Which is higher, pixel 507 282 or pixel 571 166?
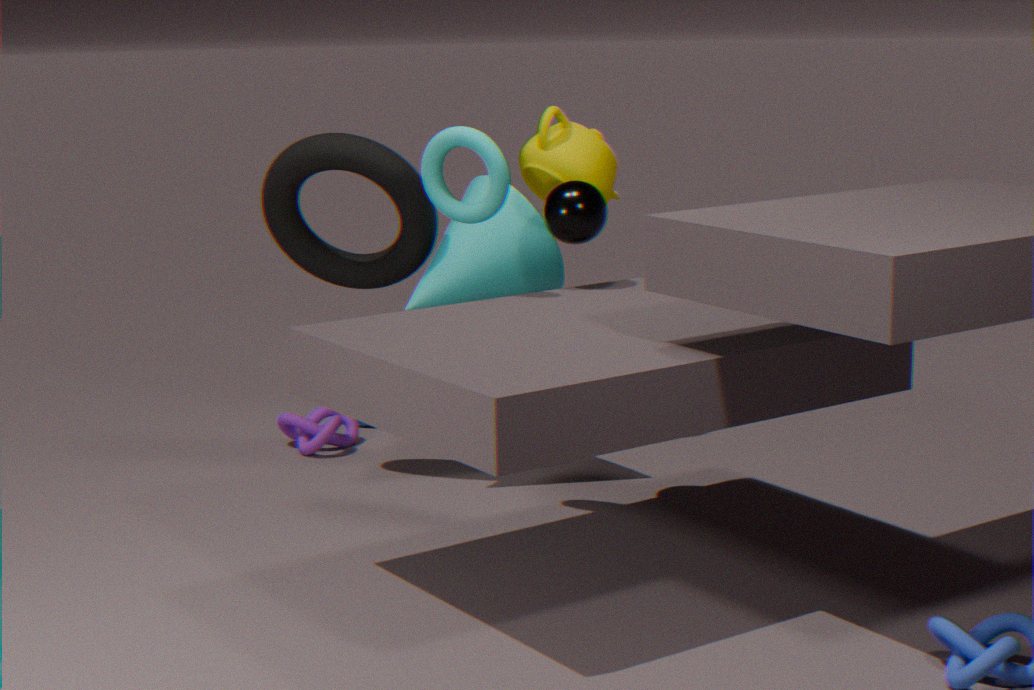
pixel 571 166
